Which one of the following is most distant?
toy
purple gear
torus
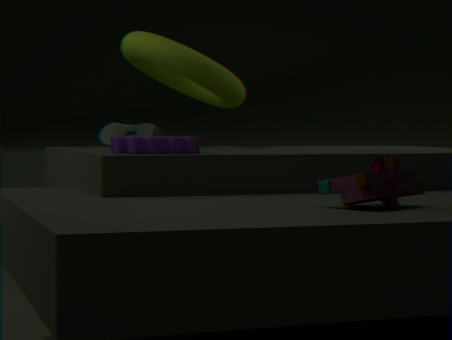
torus
